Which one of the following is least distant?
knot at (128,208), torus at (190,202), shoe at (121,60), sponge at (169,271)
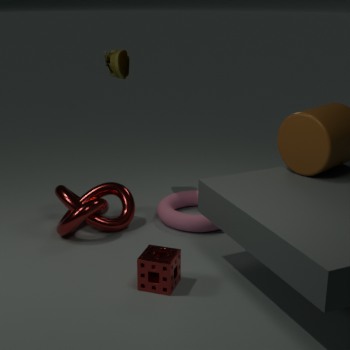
sponge at (169,271)
